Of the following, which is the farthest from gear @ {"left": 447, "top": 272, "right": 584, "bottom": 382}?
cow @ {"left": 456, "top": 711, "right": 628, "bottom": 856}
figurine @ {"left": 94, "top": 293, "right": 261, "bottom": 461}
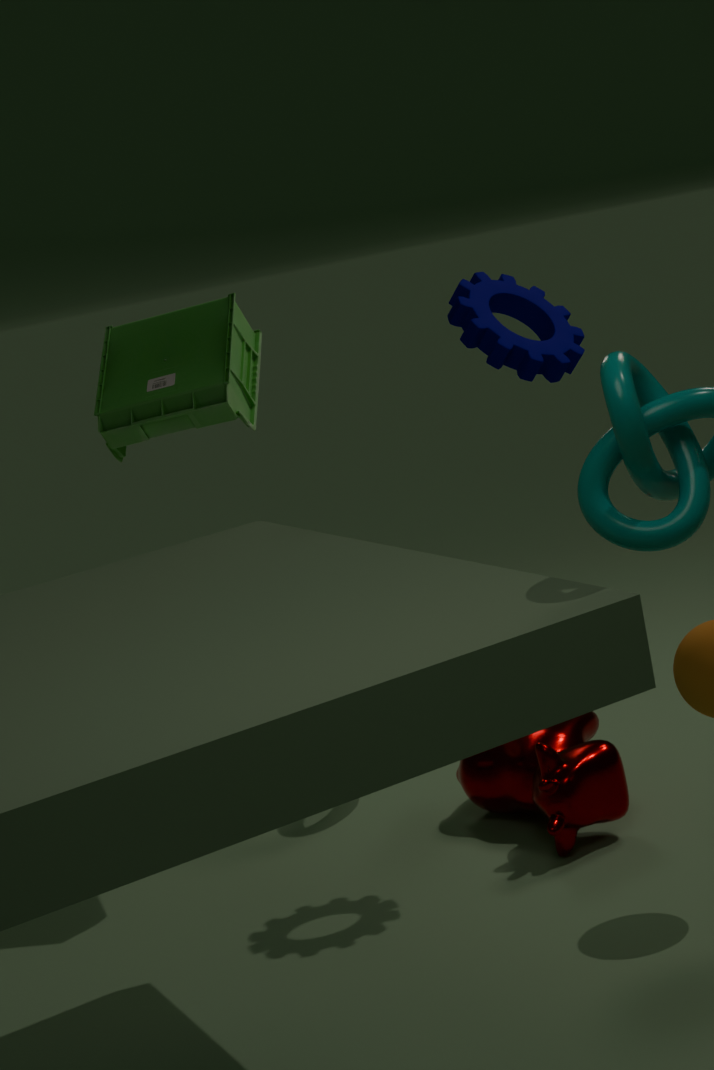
cow @ {"left": 456, "top": 711, "right": 628, "bottom": 856}
